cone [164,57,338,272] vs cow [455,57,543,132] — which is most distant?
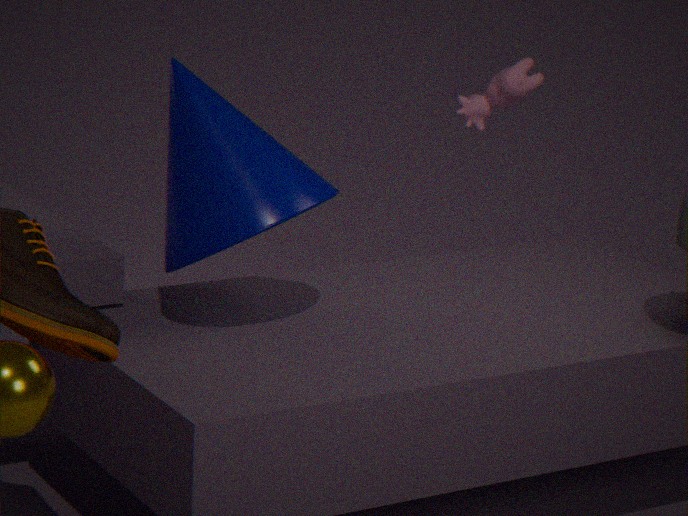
cow [455,57,543,132]
